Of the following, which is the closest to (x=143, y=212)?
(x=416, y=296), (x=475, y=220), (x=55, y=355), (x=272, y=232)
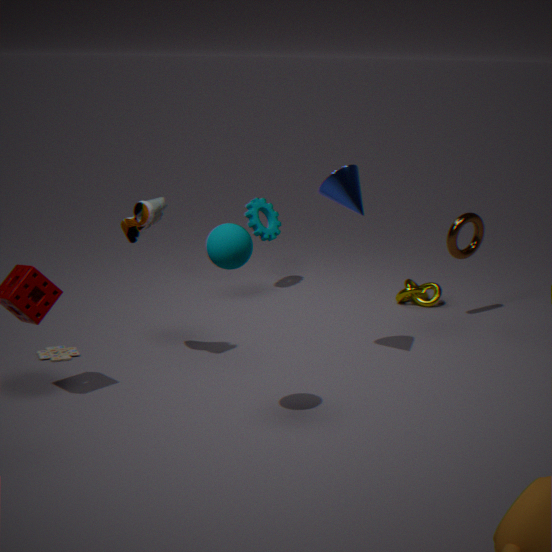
(x=55, y=355)
